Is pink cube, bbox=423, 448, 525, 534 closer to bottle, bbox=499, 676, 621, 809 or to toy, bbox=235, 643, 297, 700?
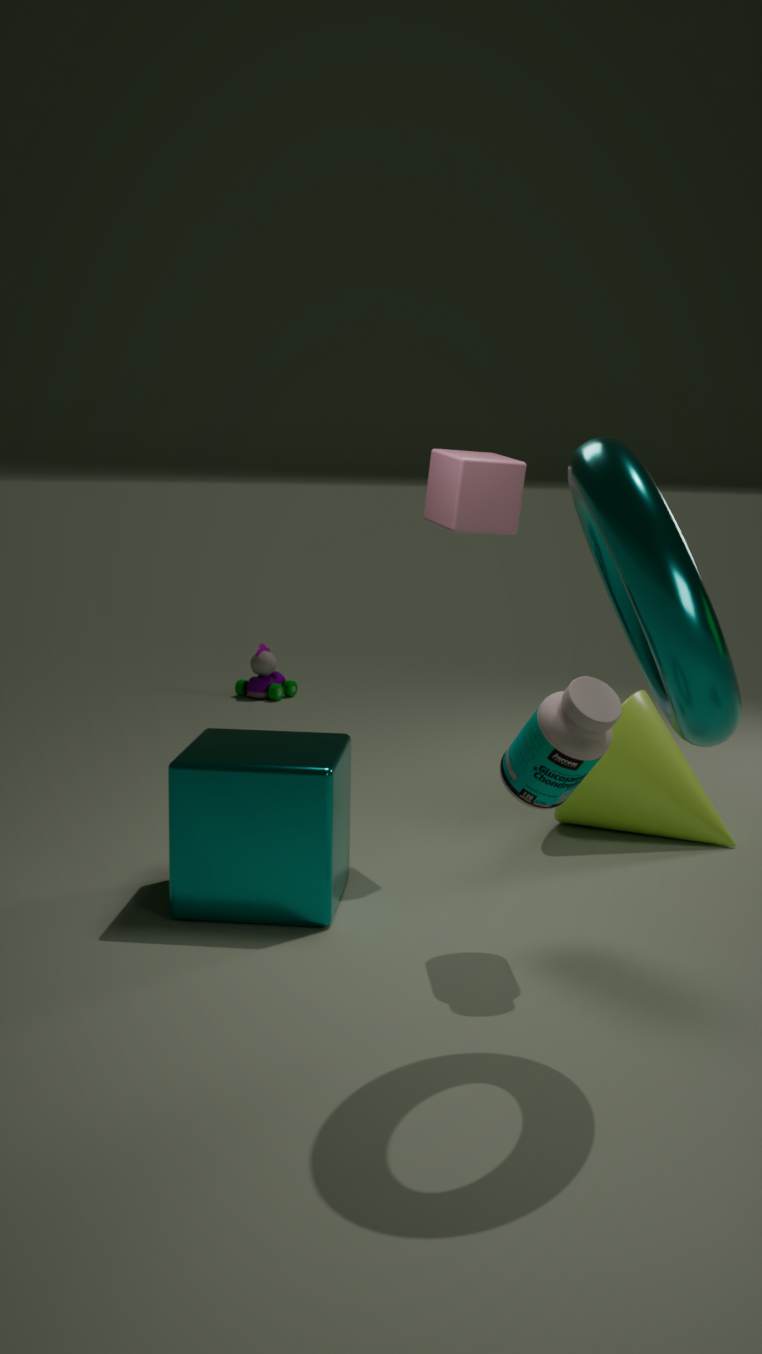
bottle, bbox=499, 676, 621, 809
